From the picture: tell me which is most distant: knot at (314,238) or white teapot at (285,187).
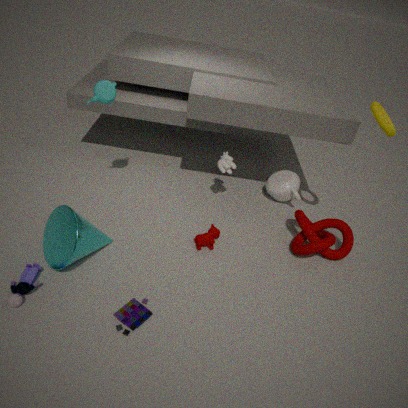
white teapot at (285,187)
